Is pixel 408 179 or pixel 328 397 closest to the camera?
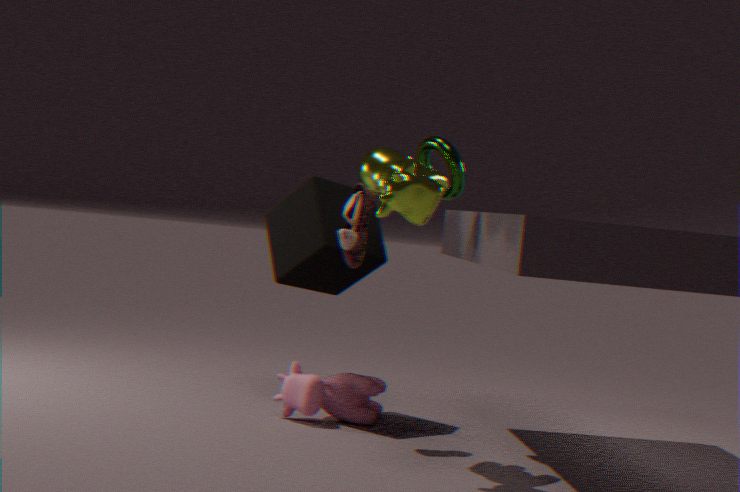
pixel 408 179
